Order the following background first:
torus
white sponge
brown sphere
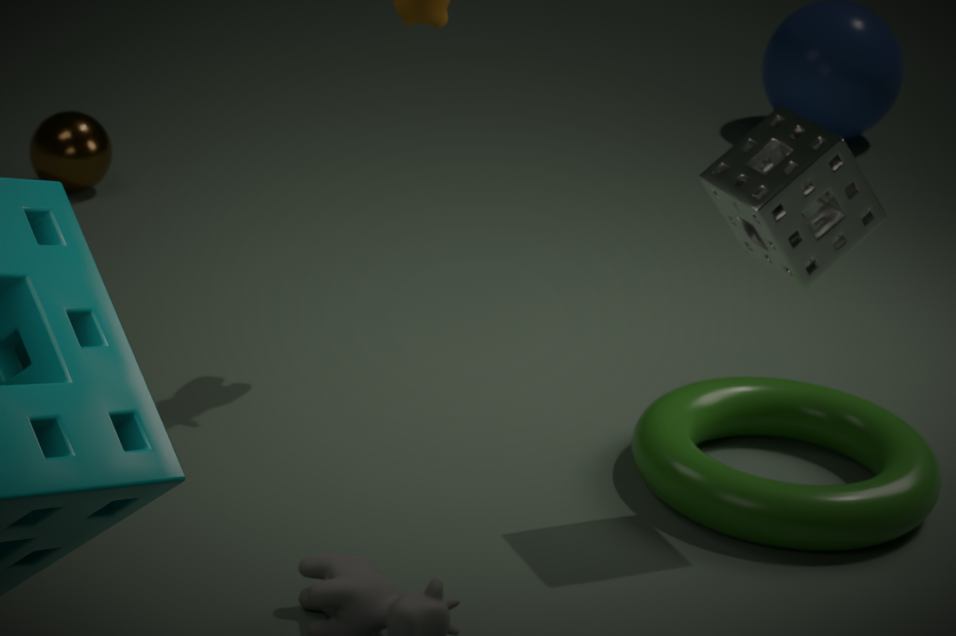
1. brown sphere
2. torus
3. white sponge
